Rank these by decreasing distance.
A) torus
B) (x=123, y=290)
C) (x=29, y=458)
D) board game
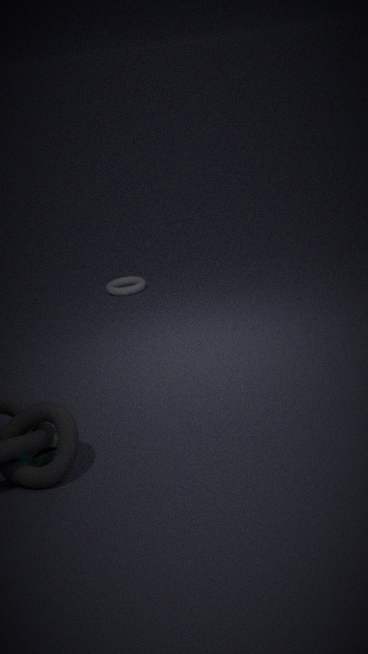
1. (x=123, y=290)
2. (x=29, y=458)
3. torus
4. board game
